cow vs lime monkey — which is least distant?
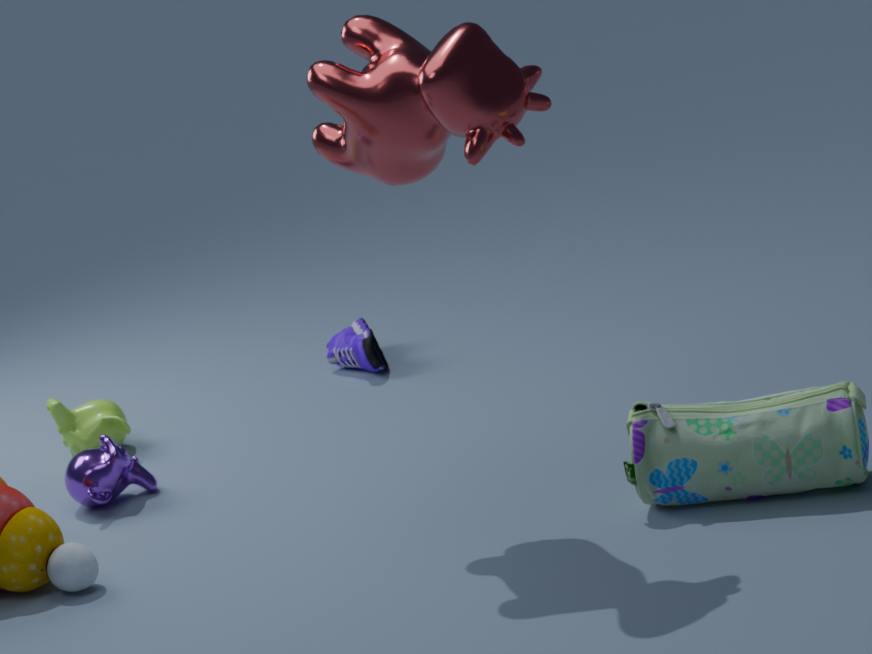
cow
